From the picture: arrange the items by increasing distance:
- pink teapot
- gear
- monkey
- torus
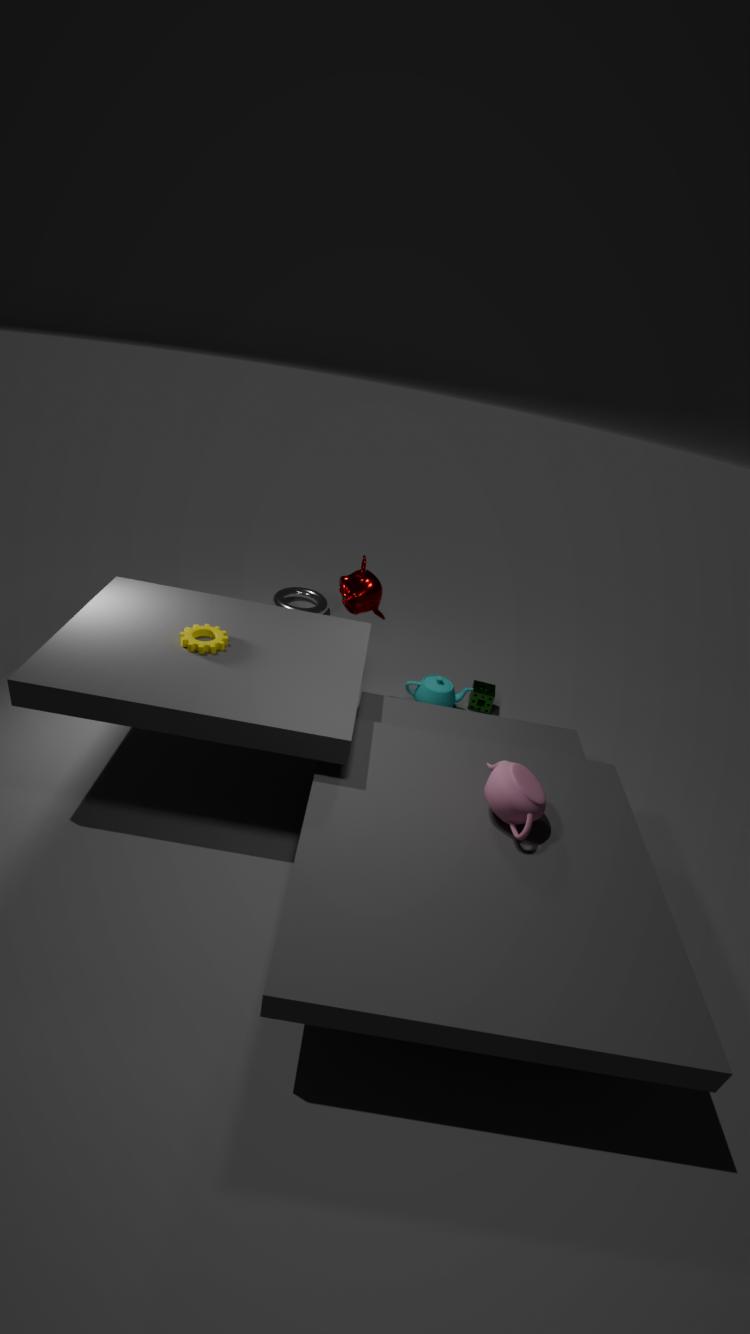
1. pink teapot
2. gear
3. monkey
4. torus
